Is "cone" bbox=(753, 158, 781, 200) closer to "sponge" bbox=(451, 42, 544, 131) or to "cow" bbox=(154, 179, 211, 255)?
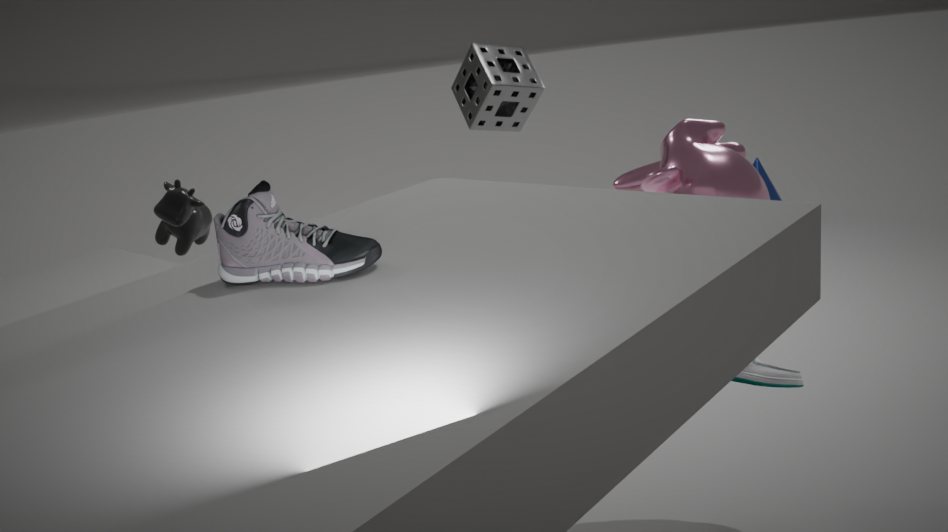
"sponge" bbox=(451, 42, 544, 131)
